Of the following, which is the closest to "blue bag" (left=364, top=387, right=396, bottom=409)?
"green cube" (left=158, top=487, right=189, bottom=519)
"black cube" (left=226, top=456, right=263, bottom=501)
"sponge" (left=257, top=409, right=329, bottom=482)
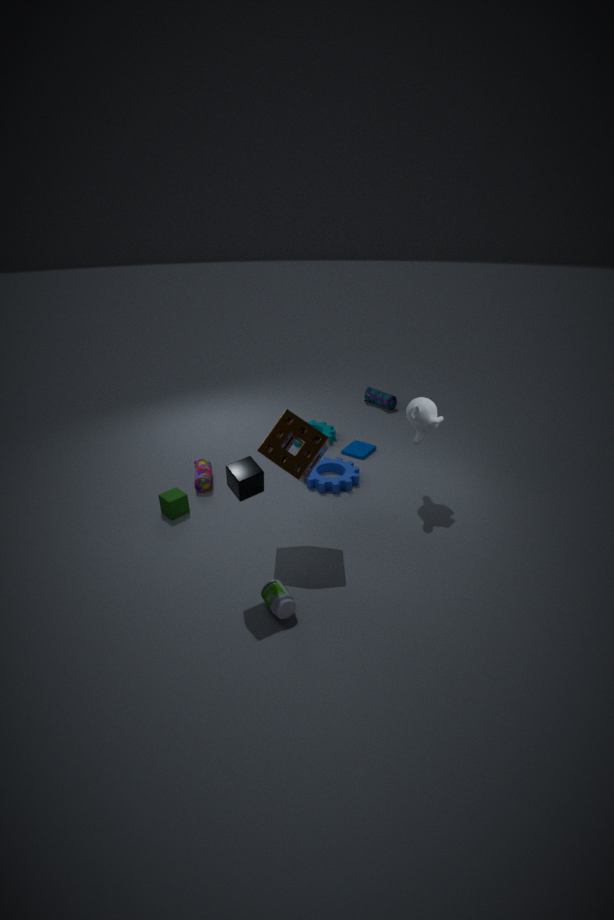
"sponge" (left=257, top=409, right=329, bottom=482)
